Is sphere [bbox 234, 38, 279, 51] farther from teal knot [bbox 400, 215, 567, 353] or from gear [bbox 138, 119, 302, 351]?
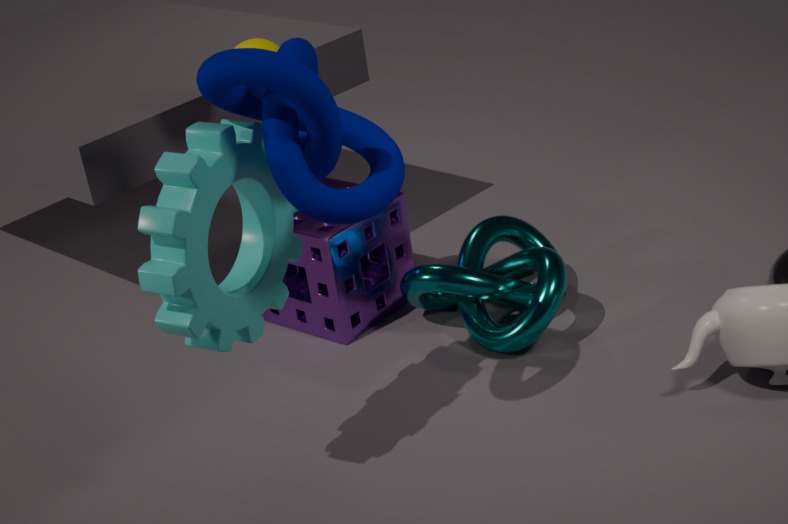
teal knot [bbox 400, 215, 567, 353]
